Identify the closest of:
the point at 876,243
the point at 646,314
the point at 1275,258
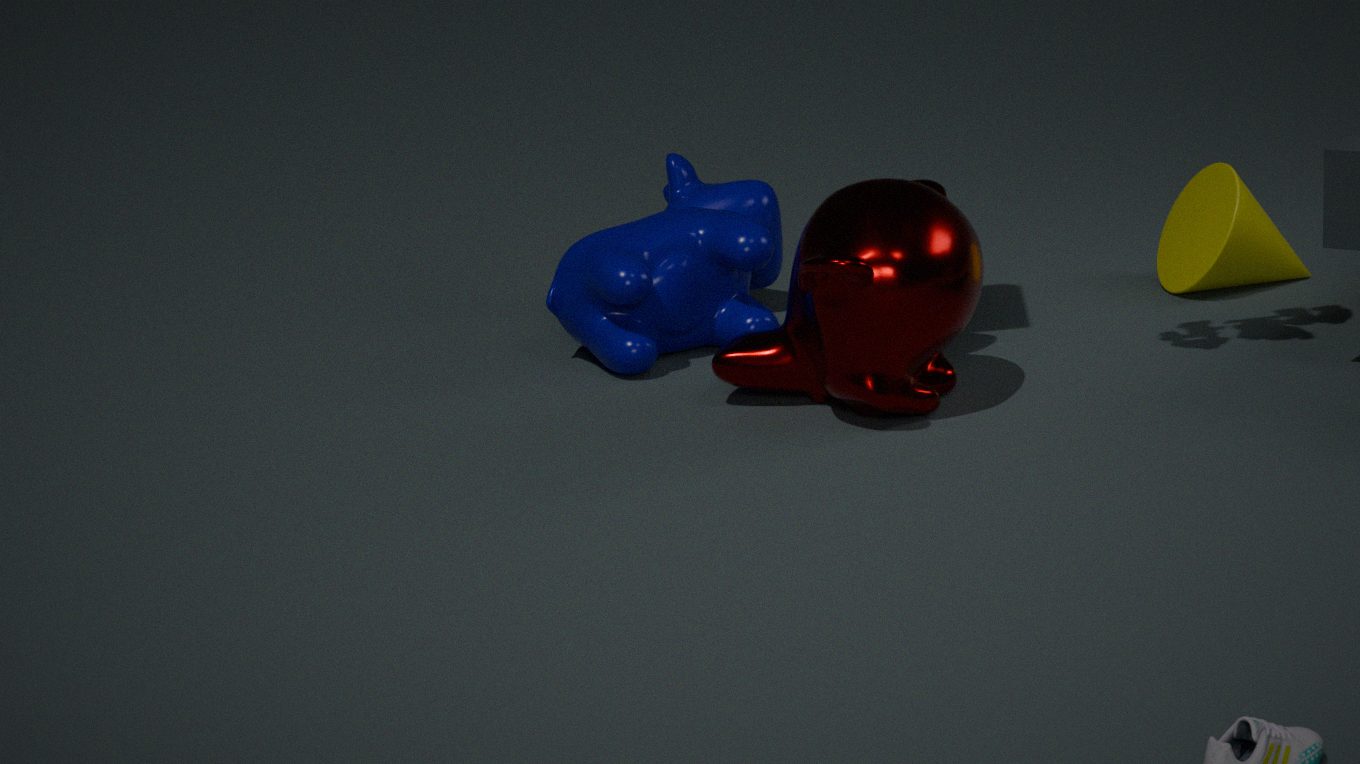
the point at 876,243
